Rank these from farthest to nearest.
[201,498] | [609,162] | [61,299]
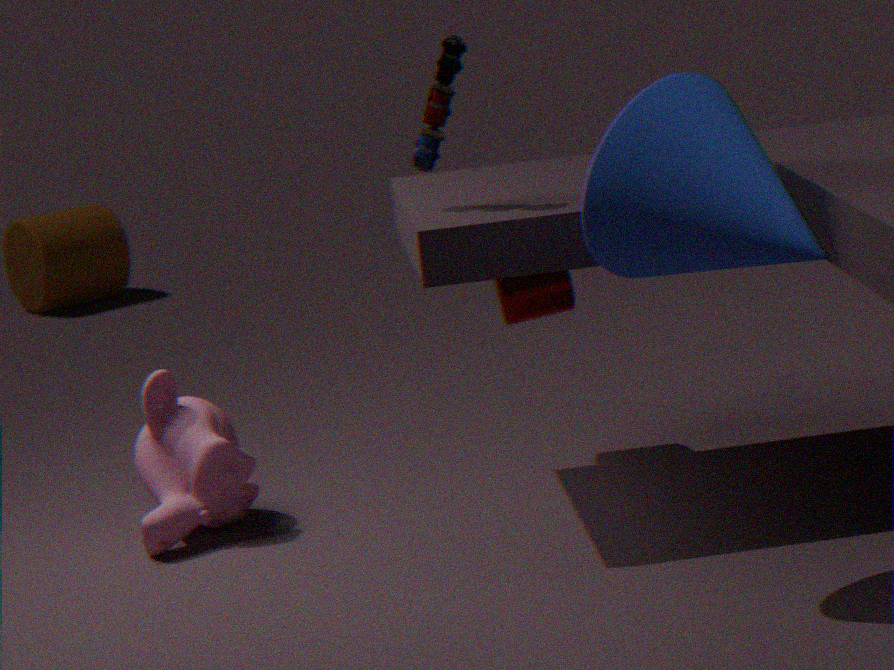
[61,299], [201,498], [609,162]
